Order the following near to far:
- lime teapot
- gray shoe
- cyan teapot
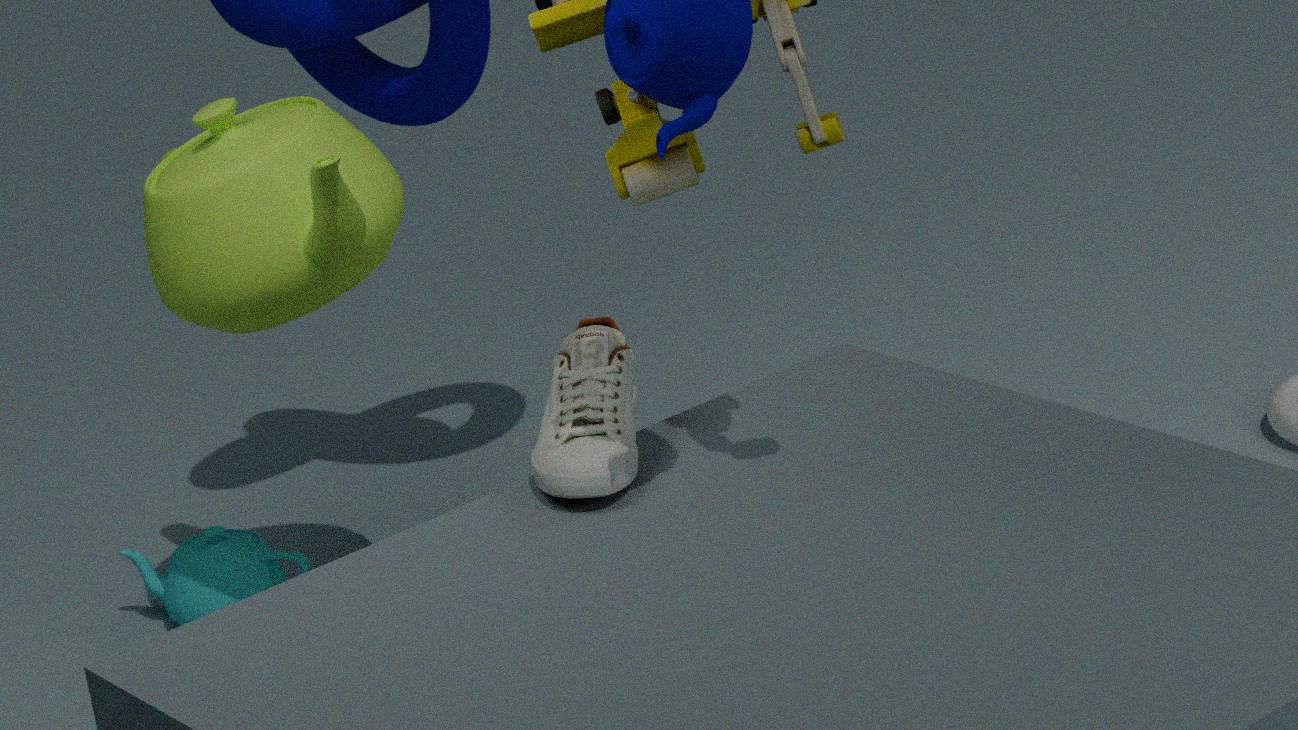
gray shoe, lime teapot, cyan teapot
